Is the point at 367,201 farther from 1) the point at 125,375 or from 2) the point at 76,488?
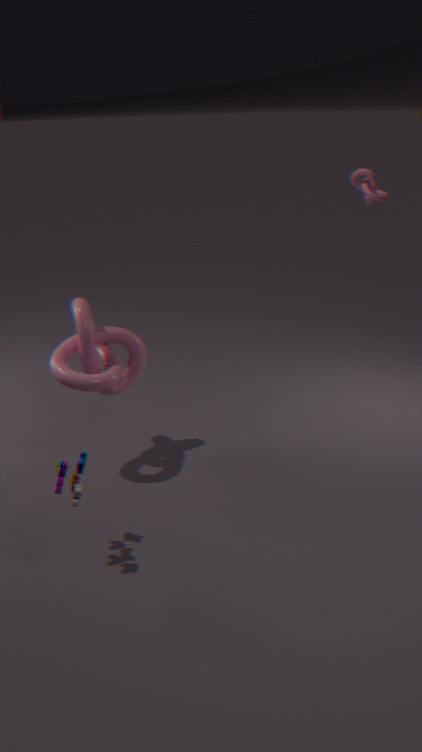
2) the point at 76,488
